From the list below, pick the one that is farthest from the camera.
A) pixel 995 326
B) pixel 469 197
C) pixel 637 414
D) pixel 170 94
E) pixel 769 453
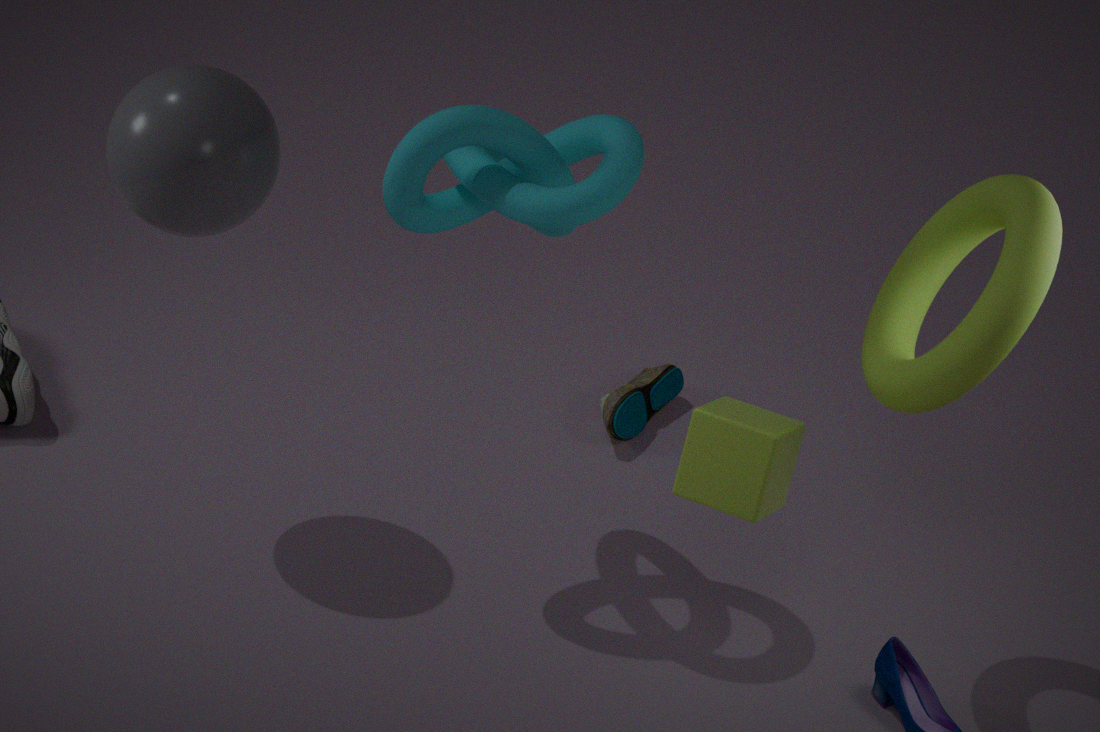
C. pixel 637 414
